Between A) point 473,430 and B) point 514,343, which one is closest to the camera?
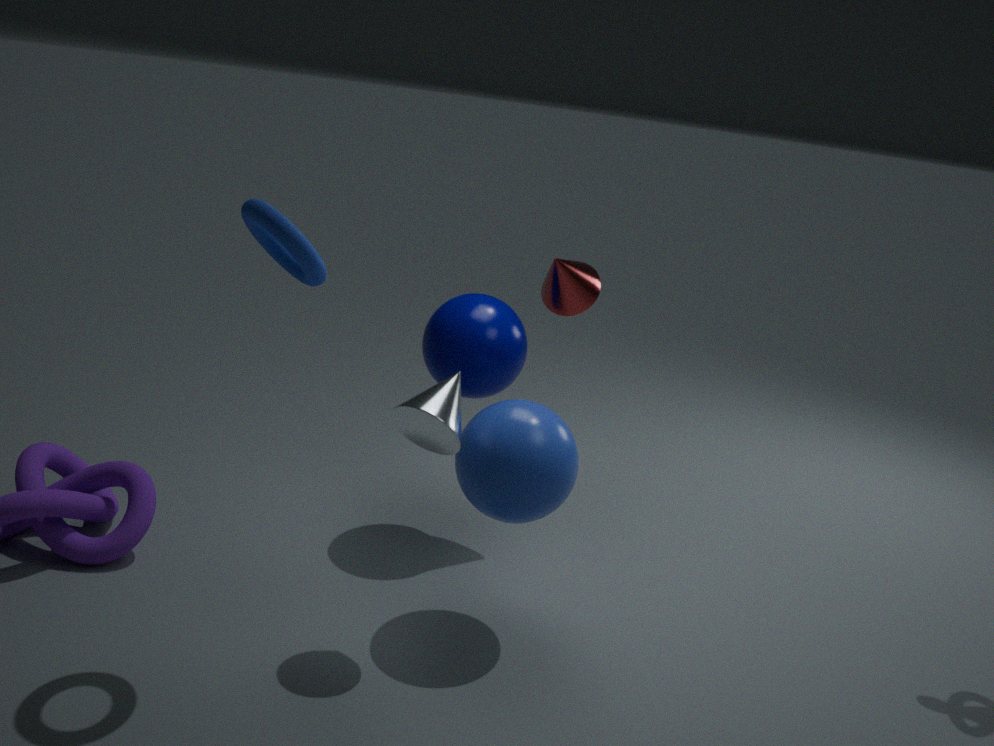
A. point 473,430
